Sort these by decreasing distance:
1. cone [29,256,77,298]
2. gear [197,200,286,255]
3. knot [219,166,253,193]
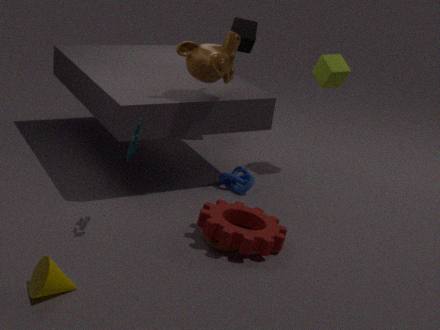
knot [219,166,253,193] < gear [197,200,286,255] < cone [29,256,77,298]
